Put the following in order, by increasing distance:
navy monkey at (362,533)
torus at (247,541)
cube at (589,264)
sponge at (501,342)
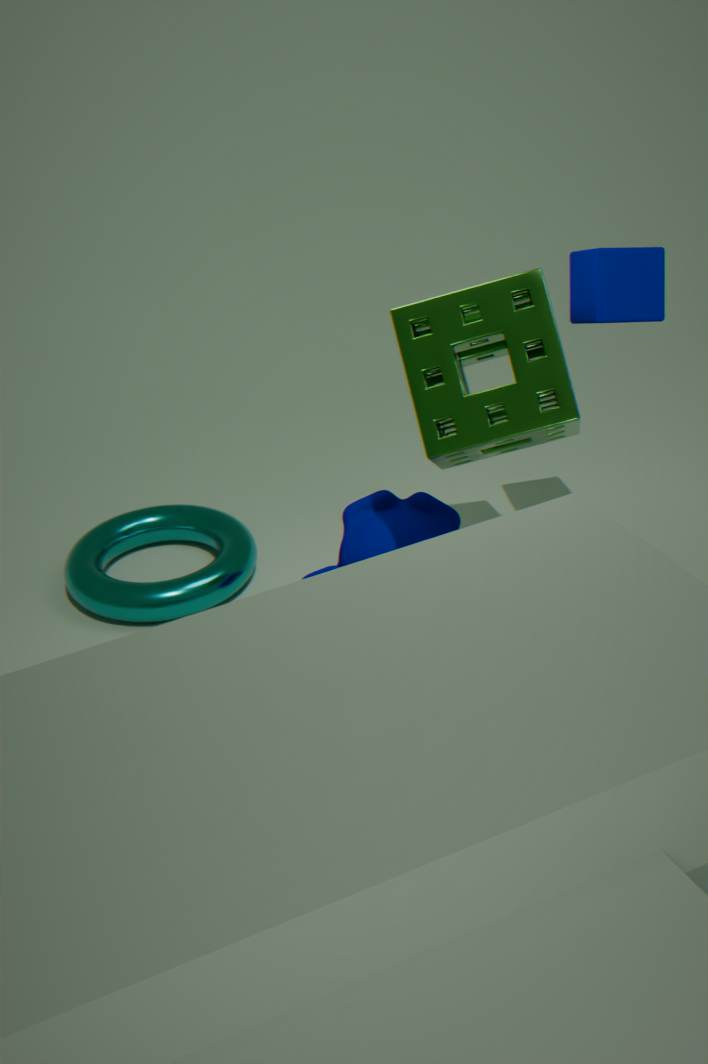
1. sponge at (501,342)
2. cube at (589,264)
3. navy monkey at (362,533)
4. torus at (247,541)
